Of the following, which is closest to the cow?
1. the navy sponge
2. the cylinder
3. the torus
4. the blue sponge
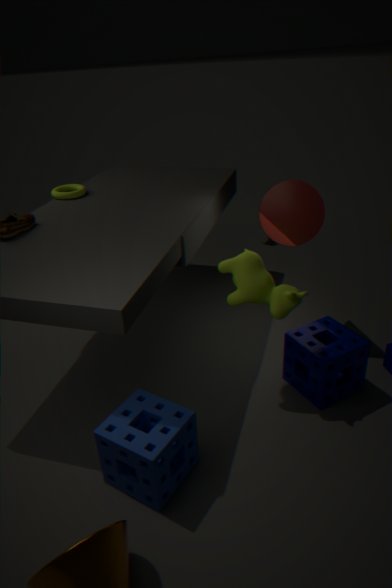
the navy sponge
